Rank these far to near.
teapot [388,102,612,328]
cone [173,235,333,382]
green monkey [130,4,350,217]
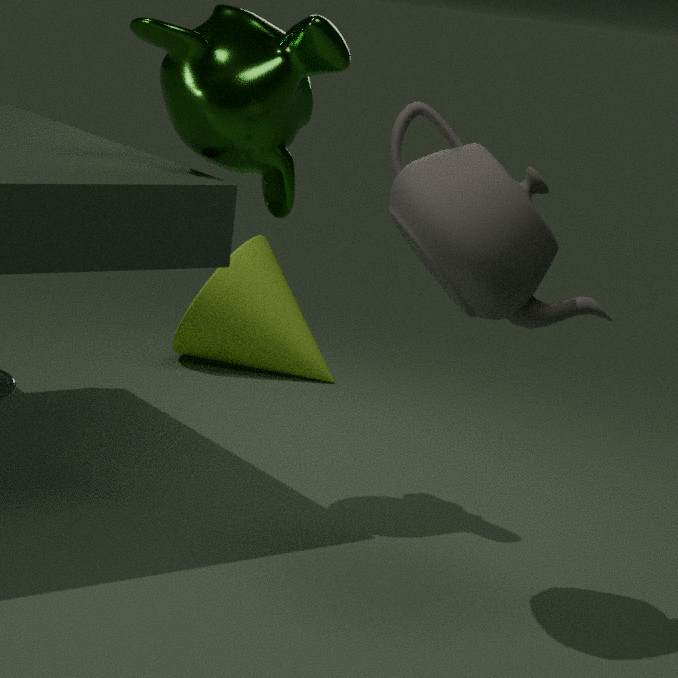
cone [173,235,333,382] < green monkey [130,4,350,217] < teapot [388,102,612,328]
